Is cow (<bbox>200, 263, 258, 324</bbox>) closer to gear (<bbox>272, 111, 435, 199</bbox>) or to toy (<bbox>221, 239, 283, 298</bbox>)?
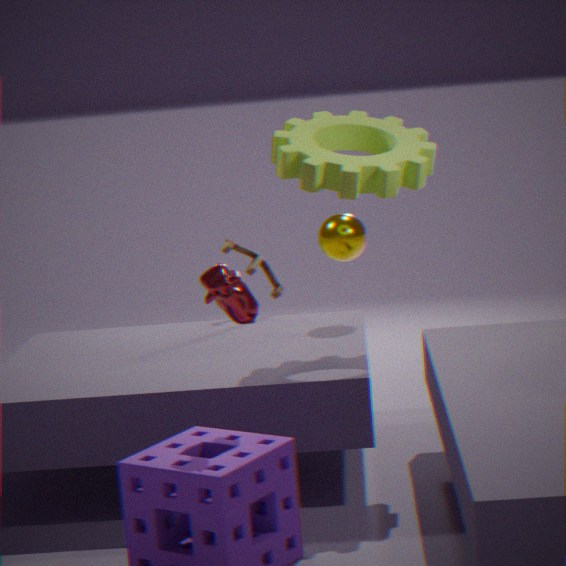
gear (<bbox>272, 111, 435, 199</bbox>)
